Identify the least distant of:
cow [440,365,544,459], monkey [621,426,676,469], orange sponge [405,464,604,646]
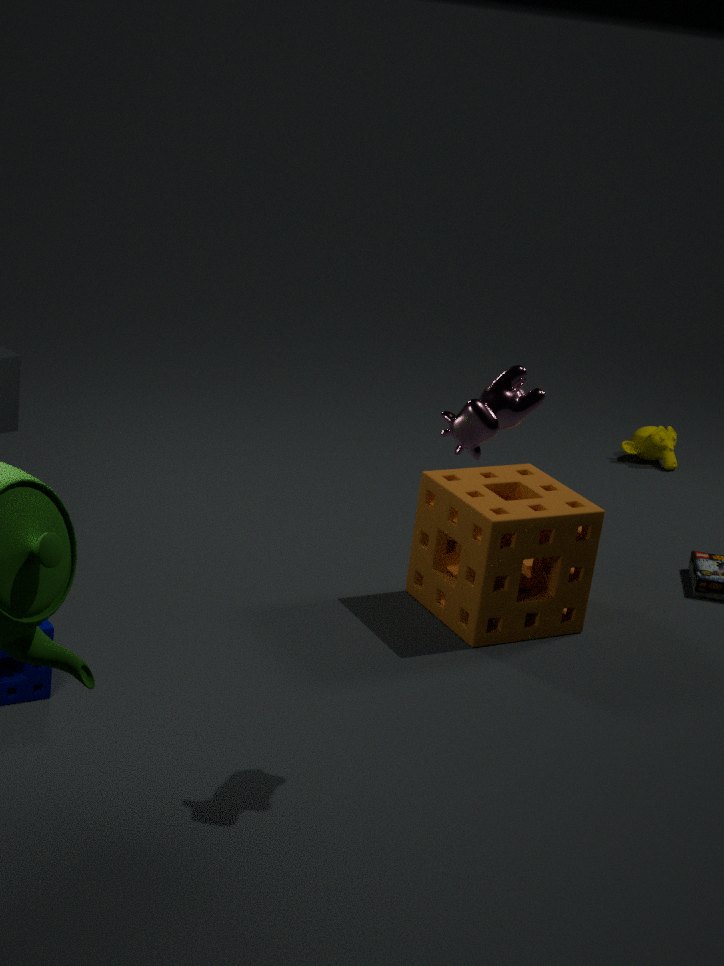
cow [440,365,544,459]
